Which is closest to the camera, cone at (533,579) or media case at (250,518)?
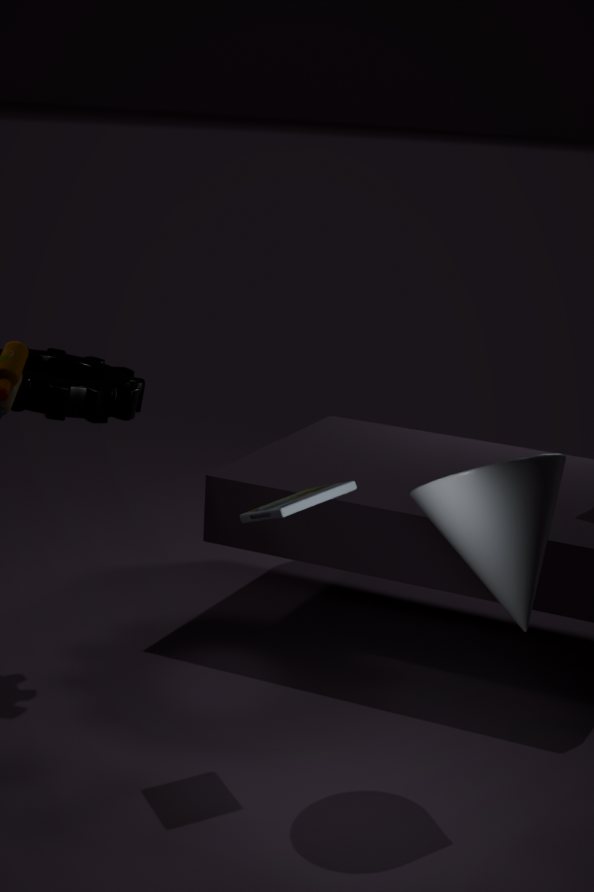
cone at (533,579)
